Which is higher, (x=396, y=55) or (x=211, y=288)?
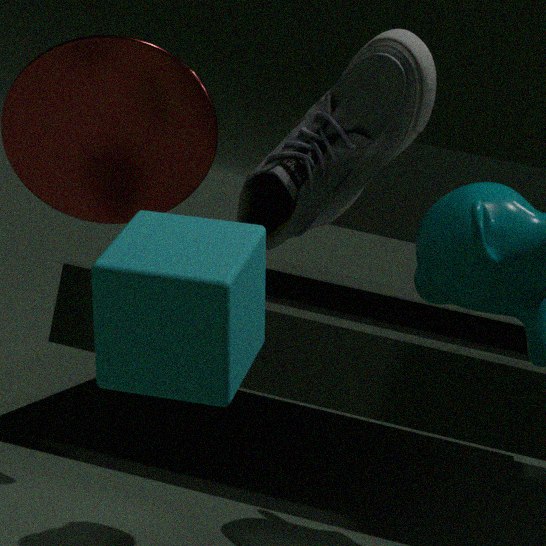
(x=396, y=55)
